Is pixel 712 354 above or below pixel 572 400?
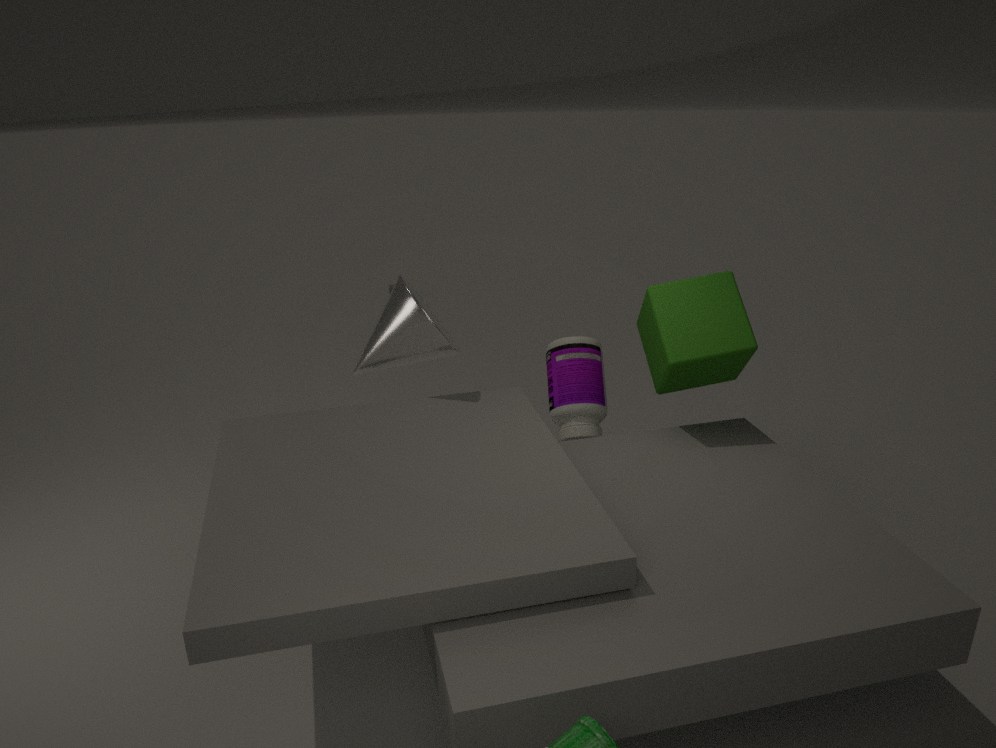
above
